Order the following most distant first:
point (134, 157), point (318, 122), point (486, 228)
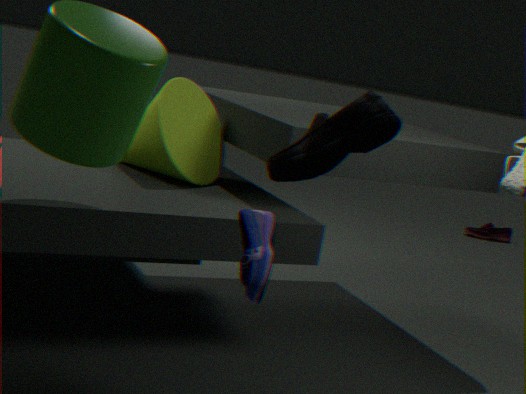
point (486, 228) → point (134, 157) → point (318, 122)
